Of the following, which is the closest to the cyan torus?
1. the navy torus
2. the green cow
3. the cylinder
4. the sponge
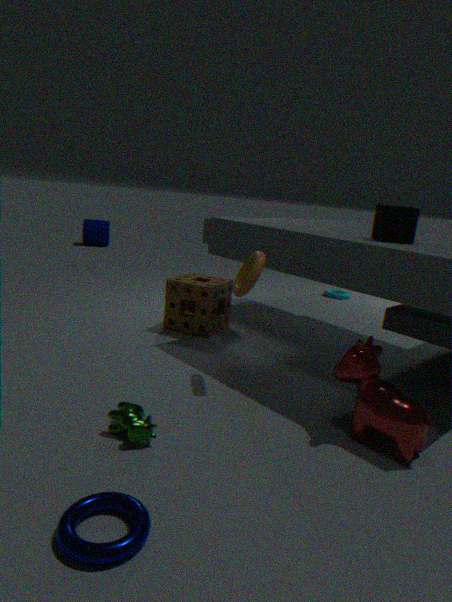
the sponge
